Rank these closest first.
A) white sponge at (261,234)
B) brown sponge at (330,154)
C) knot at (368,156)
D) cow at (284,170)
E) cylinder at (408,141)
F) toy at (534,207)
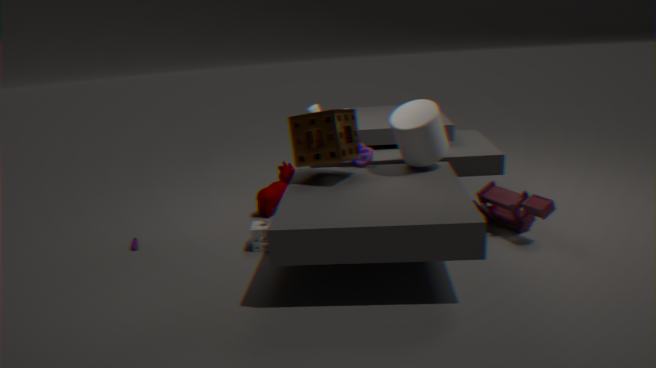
1. brown sponge at (330,154)
2. cylinder at (408,141)
3. toy at (534,207)
4. white sponge at (261,234)
5. knot at (368,156)
6. cow at (284,170)
